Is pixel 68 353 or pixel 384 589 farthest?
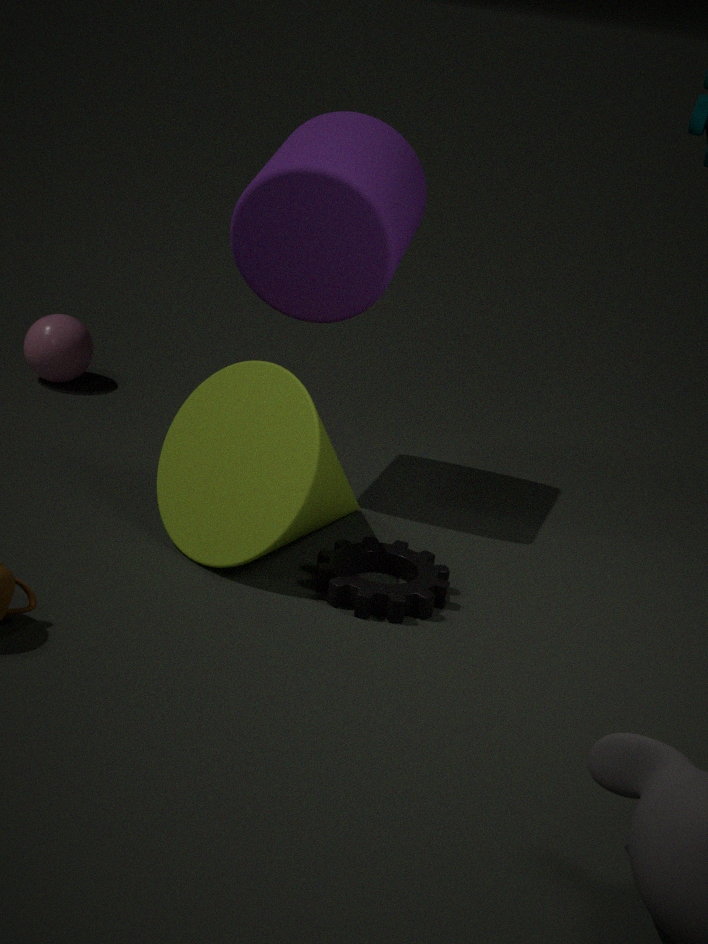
pixel 68 353
